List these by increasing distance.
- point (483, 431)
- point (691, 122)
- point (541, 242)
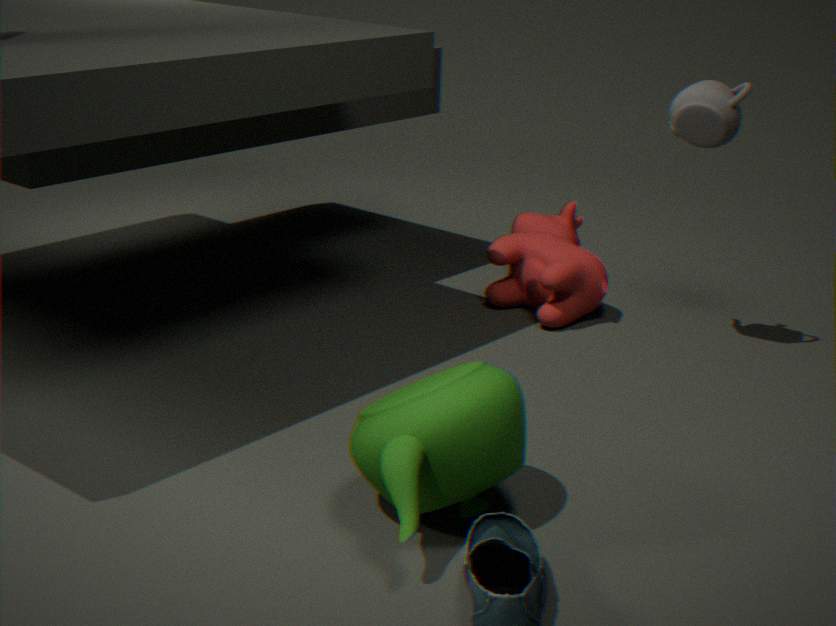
point (483, 431)
point (691, 122)
point (541, 242)
